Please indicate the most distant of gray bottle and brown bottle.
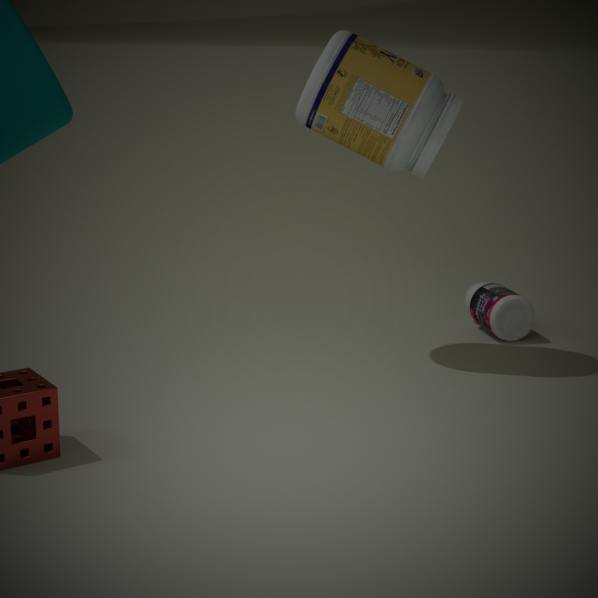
gray bottle
